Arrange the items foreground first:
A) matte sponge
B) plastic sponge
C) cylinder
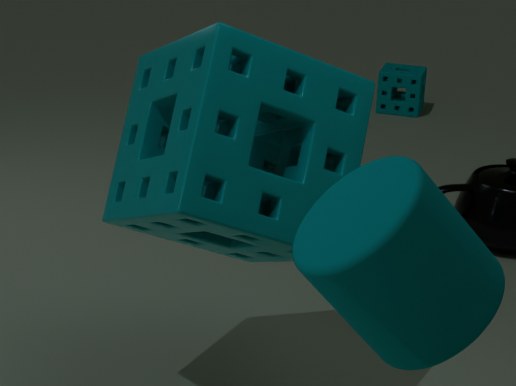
cylinder
plastic sponge
matte sponge
